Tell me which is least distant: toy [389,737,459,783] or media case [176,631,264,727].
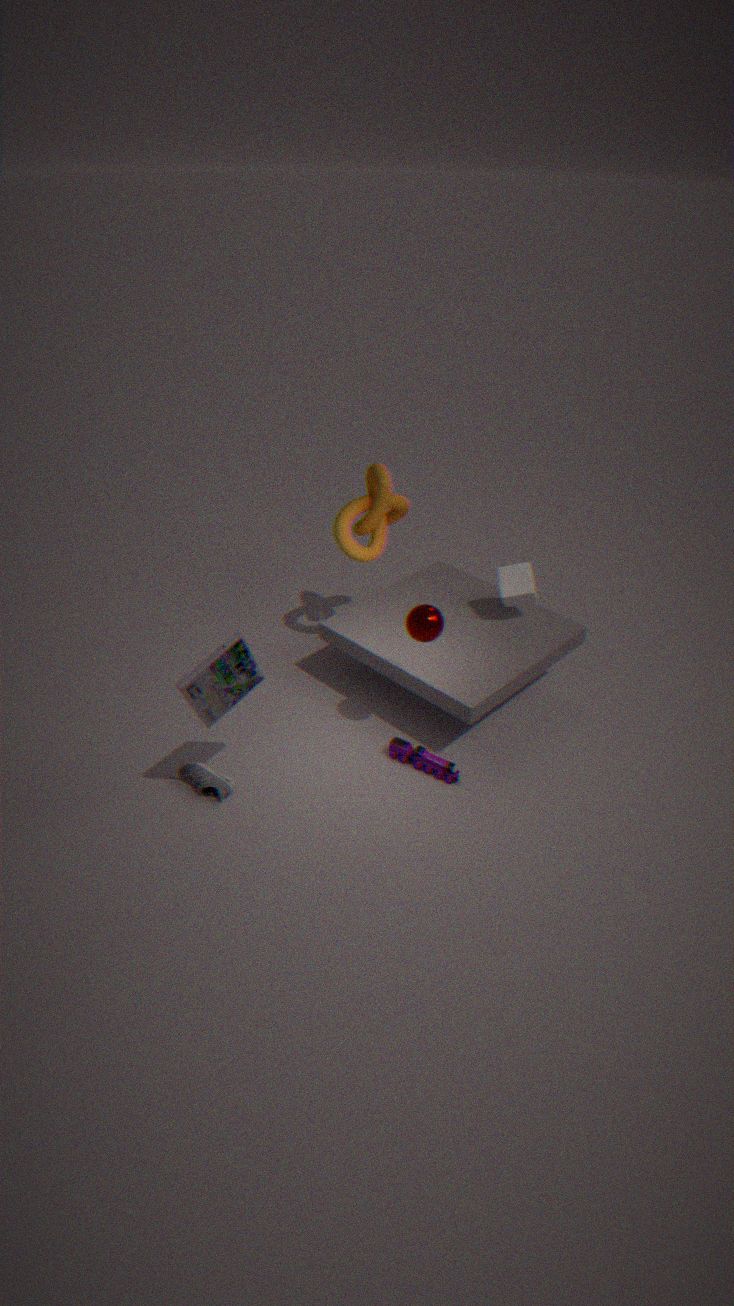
media case [176,631,264,727]
